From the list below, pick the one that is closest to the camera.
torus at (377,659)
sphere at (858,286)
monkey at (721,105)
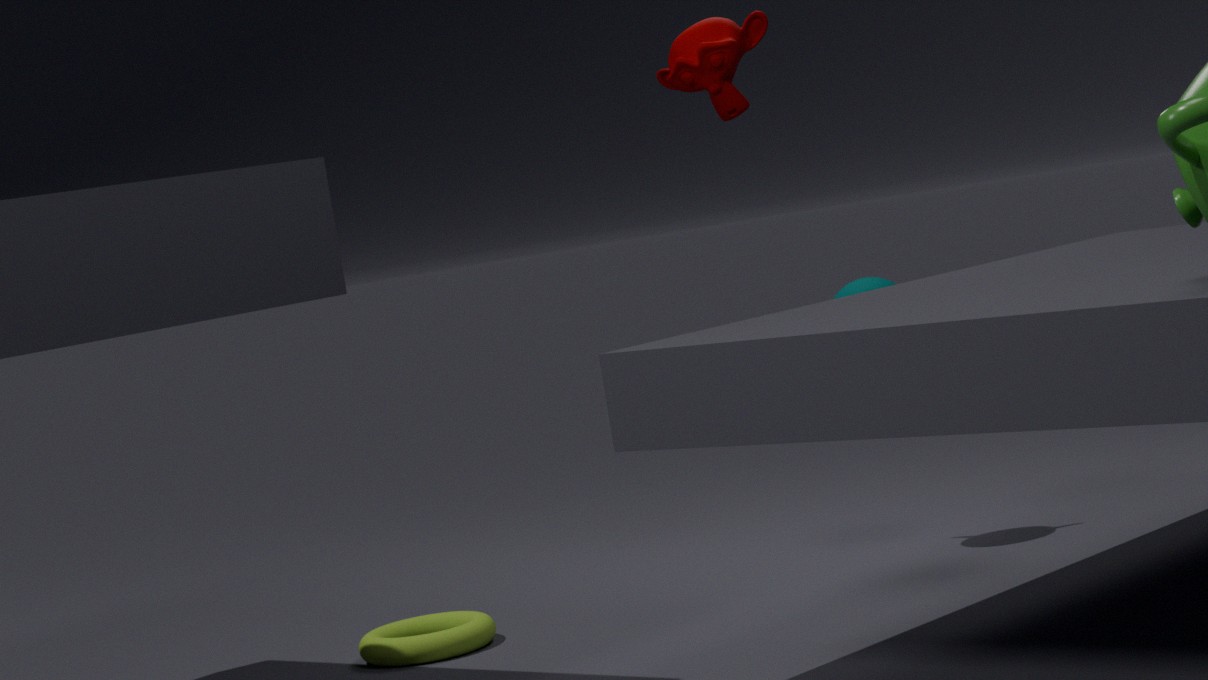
torus at (377,659)
